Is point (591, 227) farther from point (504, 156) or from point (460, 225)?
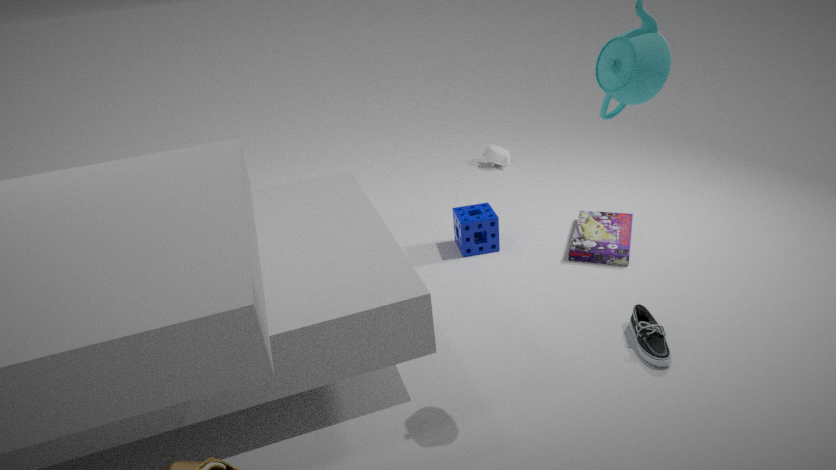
point (504, 156)
